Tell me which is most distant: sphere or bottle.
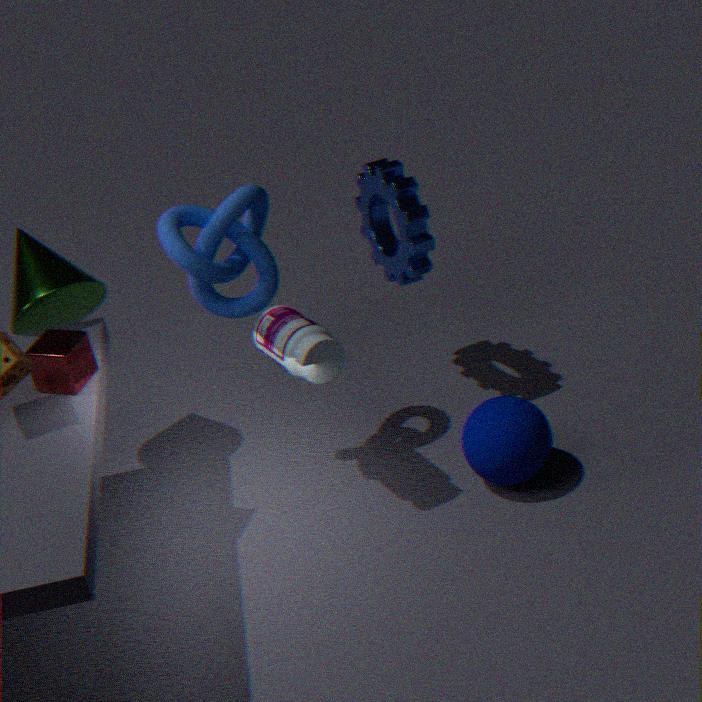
sphere
